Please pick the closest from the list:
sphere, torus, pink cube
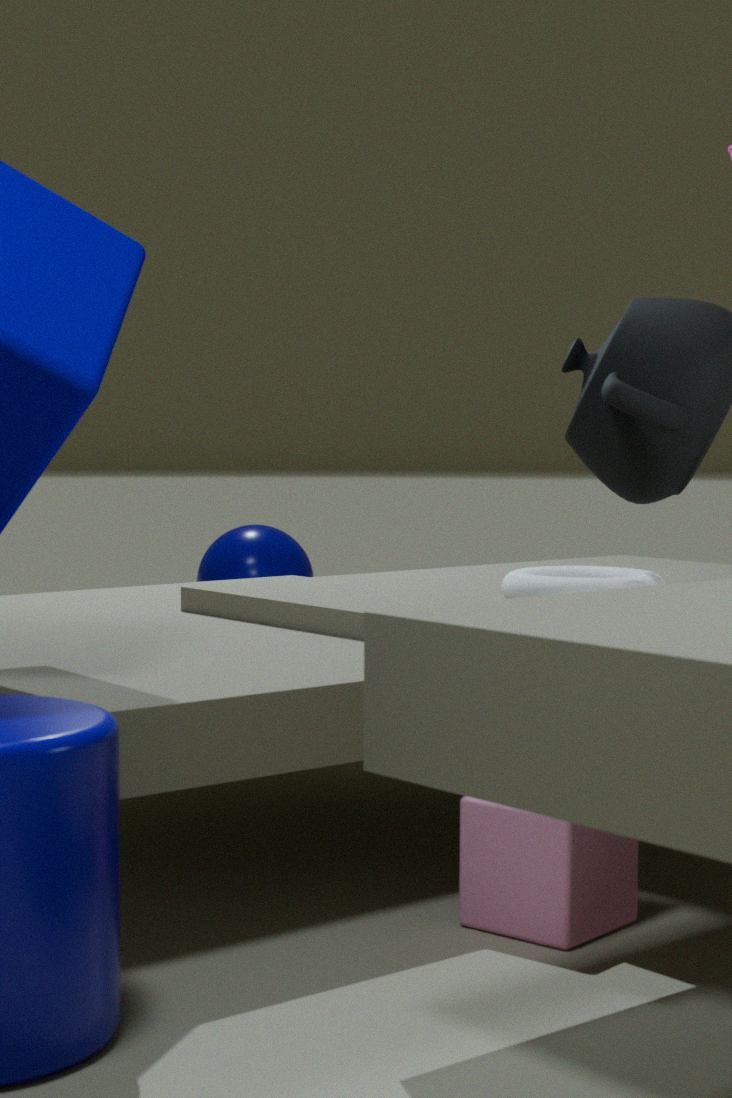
pink cube
